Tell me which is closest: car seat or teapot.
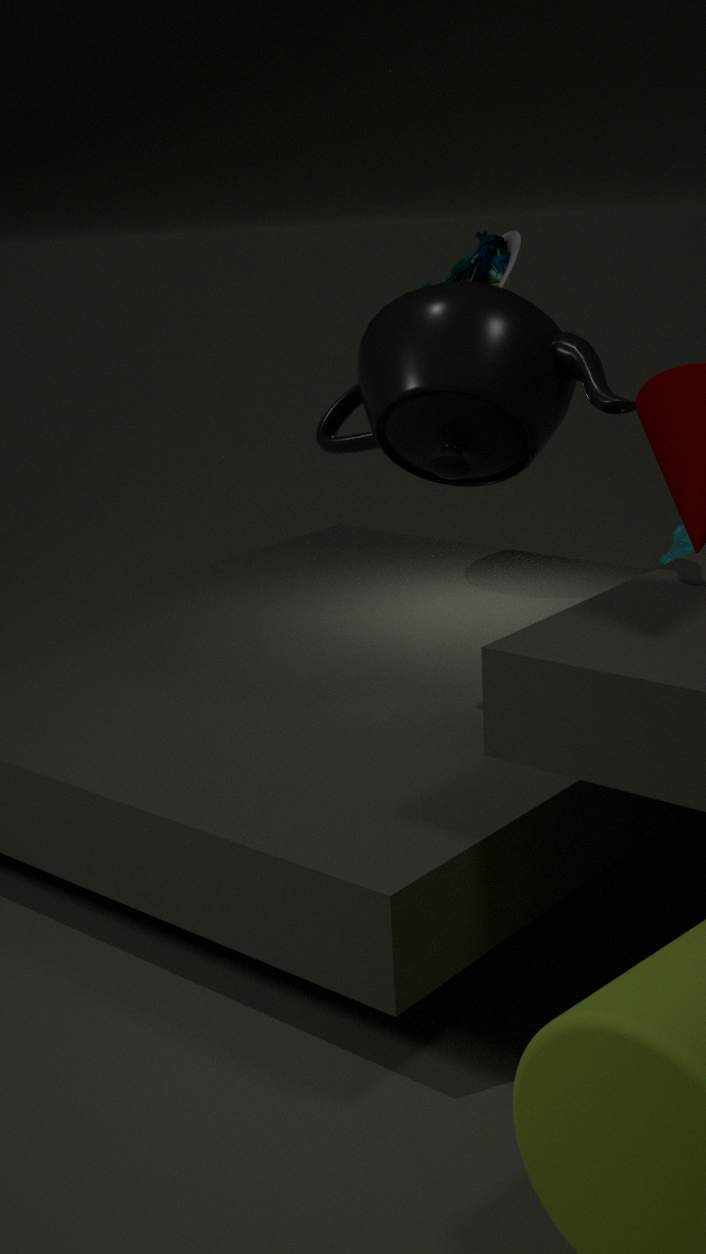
teapot
